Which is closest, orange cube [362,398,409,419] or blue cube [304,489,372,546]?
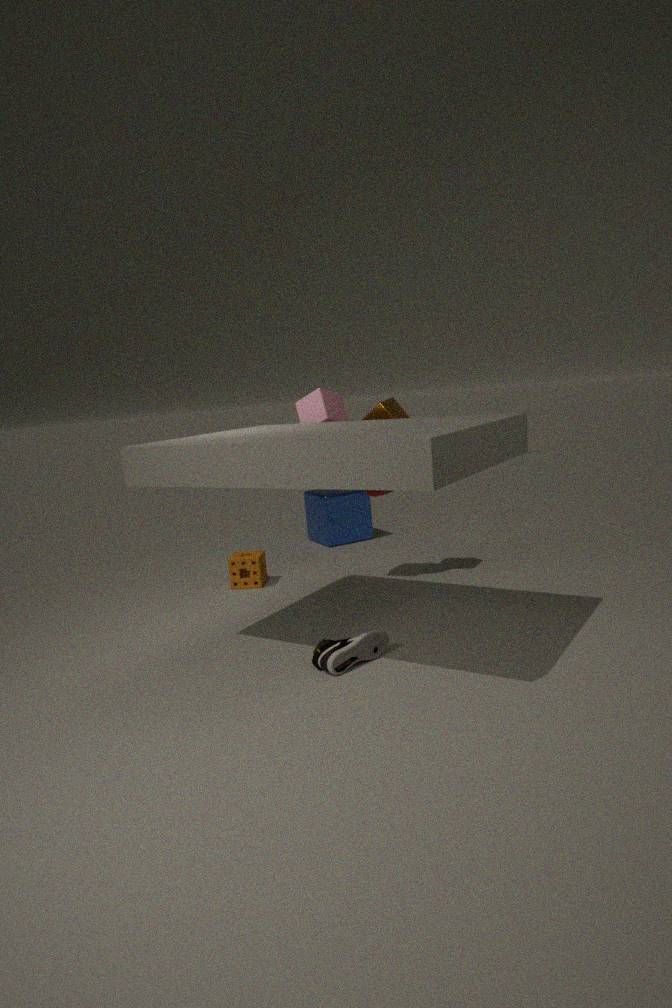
orange cube [362,398,409,419]
